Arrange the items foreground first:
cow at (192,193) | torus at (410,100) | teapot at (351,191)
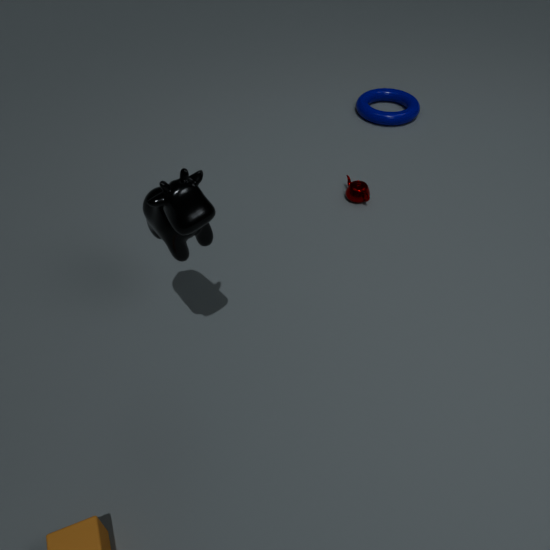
cow at (192,193)
teapot at (351,191)
torus at (410,100)
